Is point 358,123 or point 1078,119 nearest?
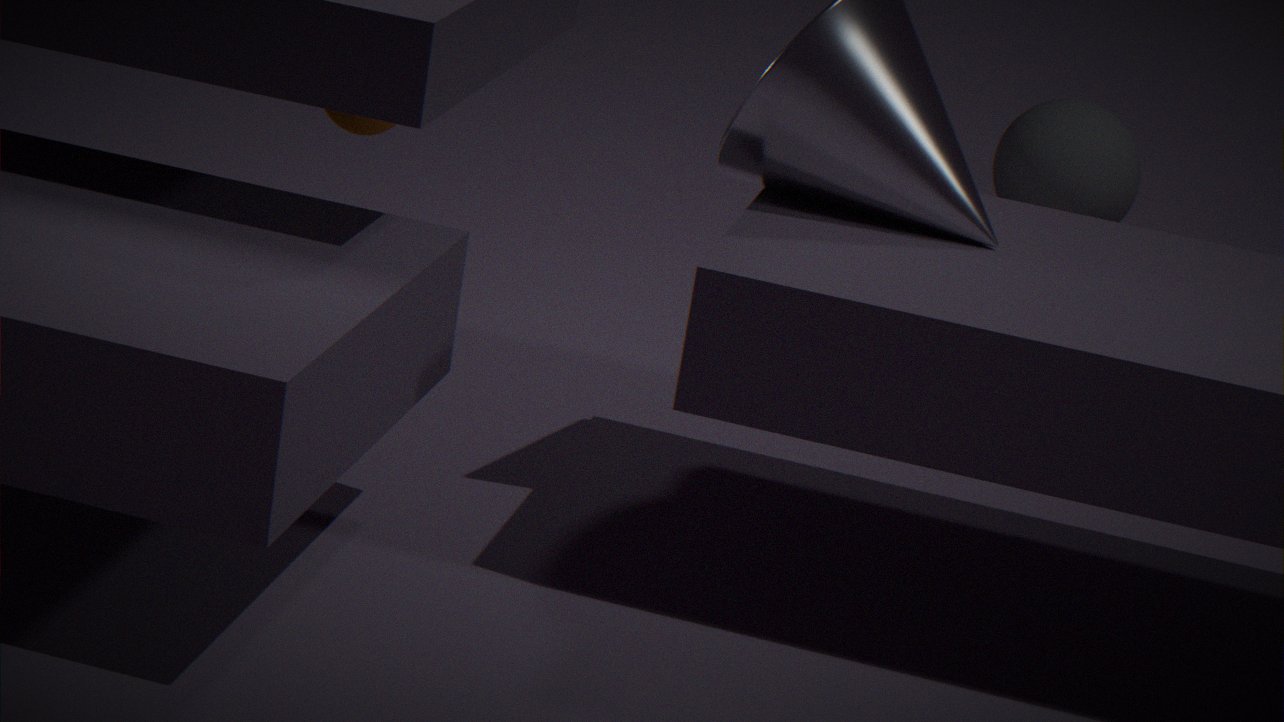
point 358,123
